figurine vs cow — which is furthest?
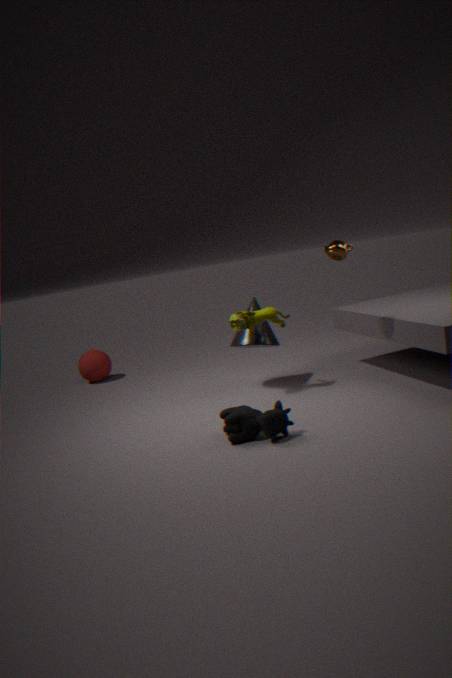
figurine
